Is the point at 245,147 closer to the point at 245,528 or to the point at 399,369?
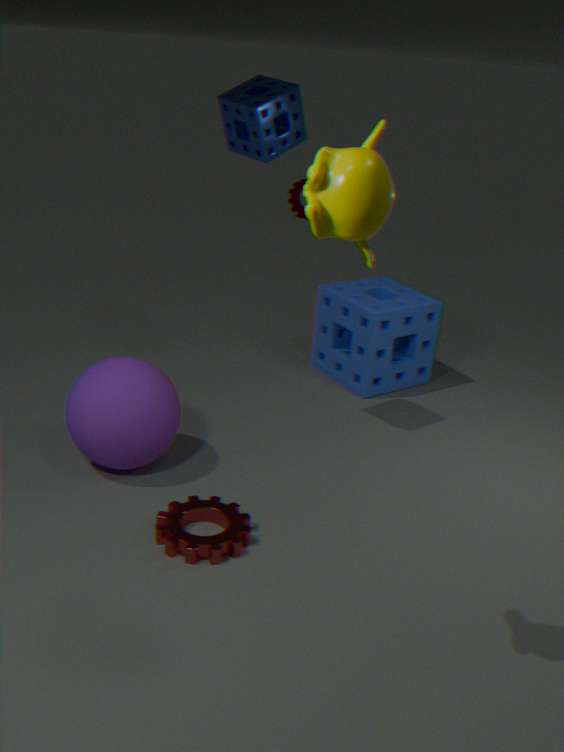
the point at 399,369
